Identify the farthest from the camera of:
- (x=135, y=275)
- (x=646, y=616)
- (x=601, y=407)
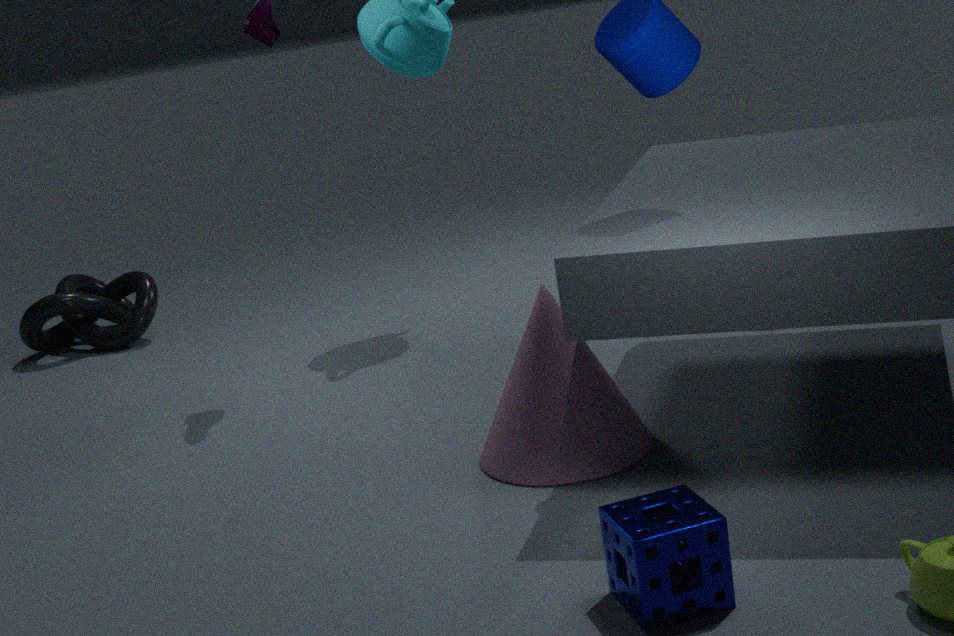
(x=135, y=275)
